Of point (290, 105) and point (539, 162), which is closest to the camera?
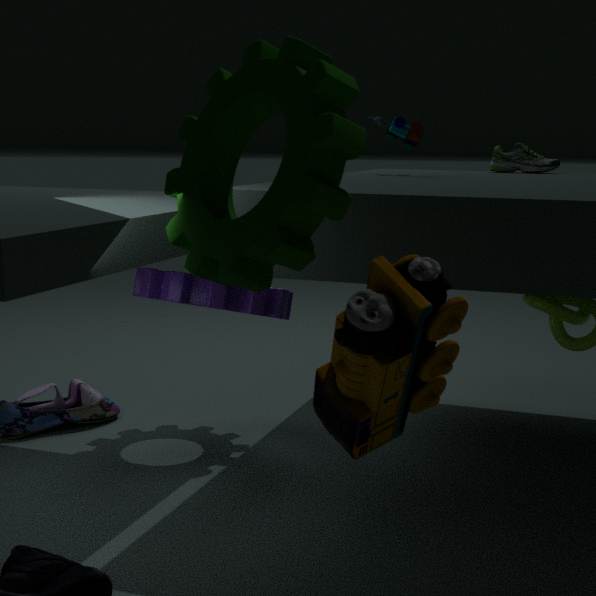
point (290, 105)
